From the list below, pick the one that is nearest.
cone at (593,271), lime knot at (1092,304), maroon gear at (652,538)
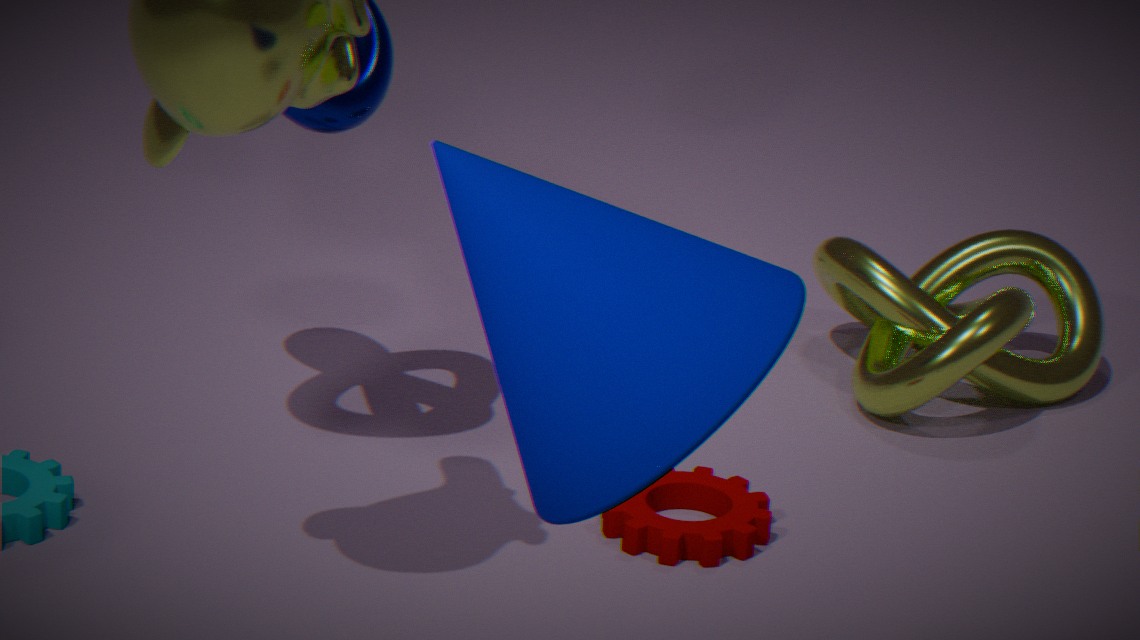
cone at (593,271)
